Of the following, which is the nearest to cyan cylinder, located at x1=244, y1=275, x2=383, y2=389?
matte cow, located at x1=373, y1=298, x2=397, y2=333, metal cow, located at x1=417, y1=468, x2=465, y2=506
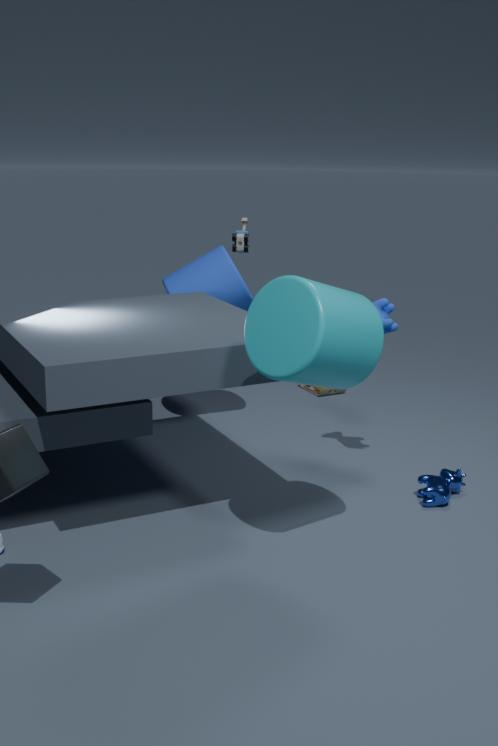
matte cow, located at x1=373, y1=298, x2=397, y2=333
